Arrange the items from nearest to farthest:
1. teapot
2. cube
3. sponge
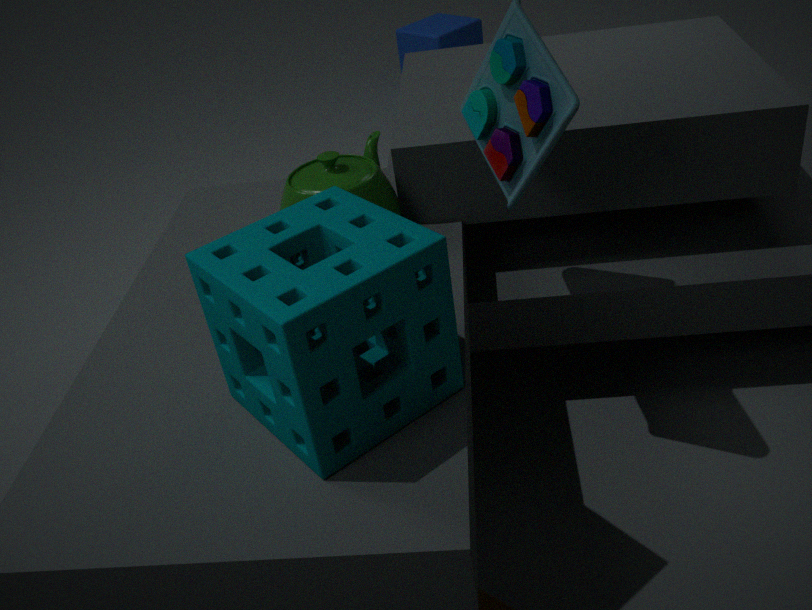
1. sponge
2. teapot
3. cube
